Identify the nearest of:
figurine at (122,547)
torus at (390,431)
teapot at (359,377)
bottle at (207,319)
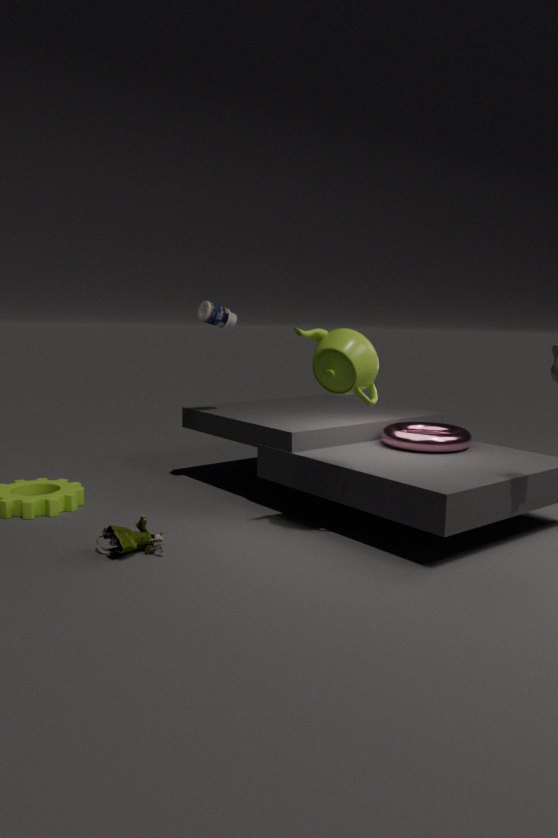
figurine at (122,547)
